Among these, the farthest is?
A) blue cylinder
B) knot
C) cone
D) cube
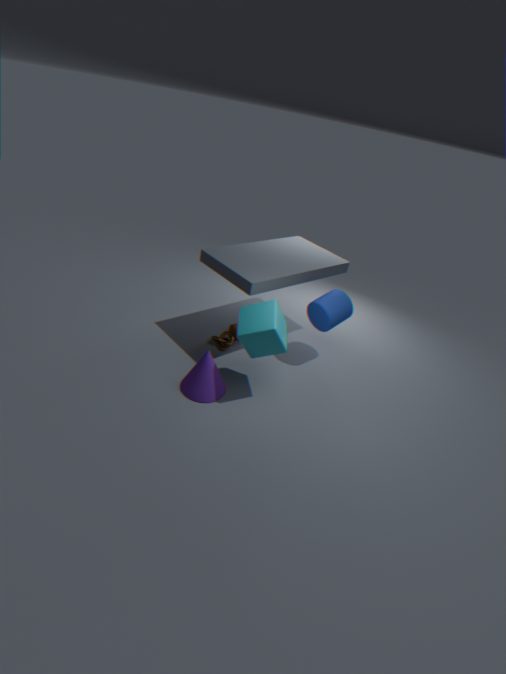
knot
